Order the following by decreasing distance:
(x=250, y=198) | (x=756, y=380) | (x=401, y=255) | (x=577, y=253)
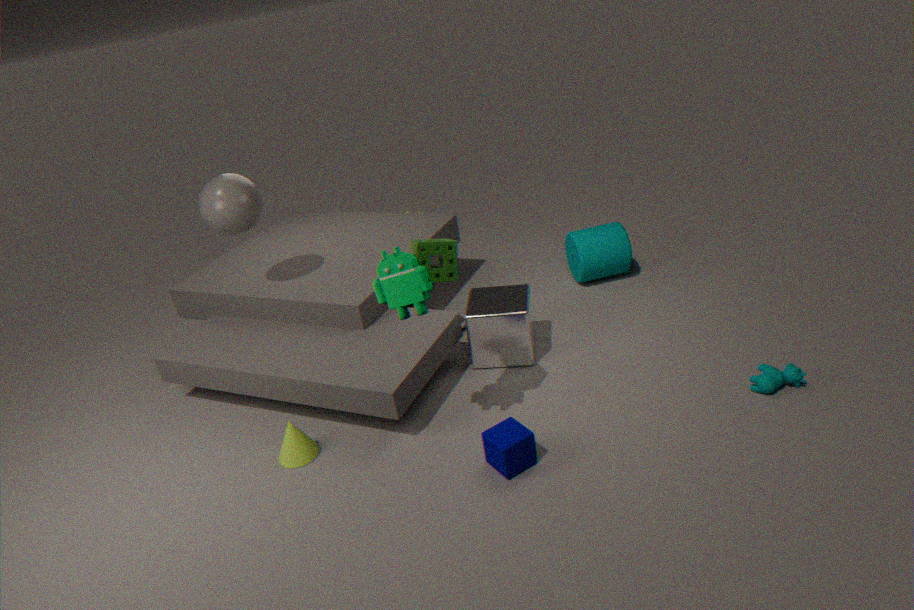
(x=577, y=253) → (x=250, y=198) → (x=756, y=380) → (x=401, y=255)
